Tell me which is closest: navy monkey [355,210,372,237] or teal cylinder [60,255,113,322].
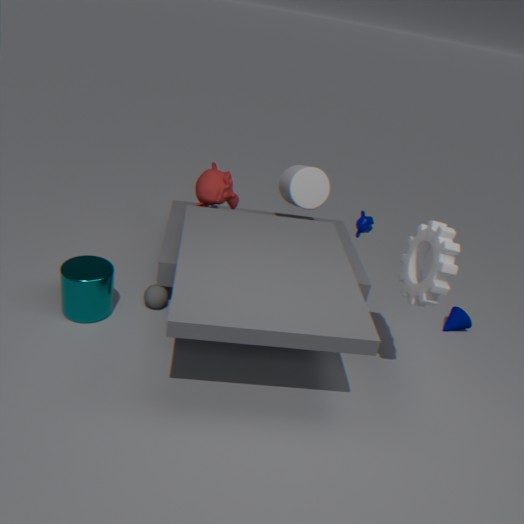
teal cylinder [60,255,113,322]
